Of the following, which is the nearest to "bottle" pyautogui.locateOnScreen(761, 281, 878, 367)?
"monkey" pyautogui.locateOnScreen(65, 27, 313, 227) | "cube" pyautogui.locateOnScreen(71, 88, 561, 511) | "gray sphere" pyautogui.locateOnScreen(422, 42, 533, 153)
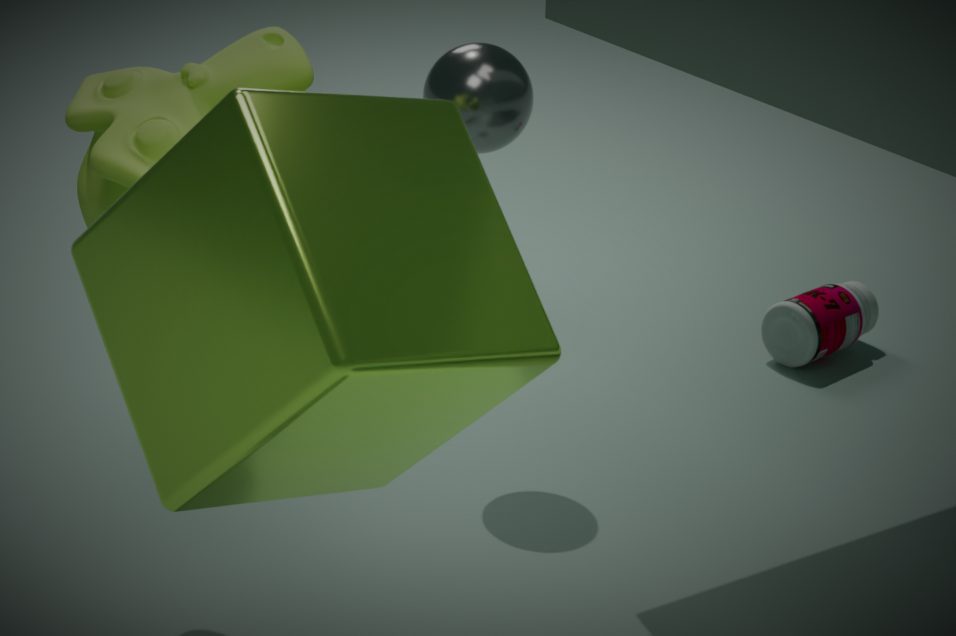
"gray sphere" pyautogui.locateOnScreen(422, 42, 533, 153)
